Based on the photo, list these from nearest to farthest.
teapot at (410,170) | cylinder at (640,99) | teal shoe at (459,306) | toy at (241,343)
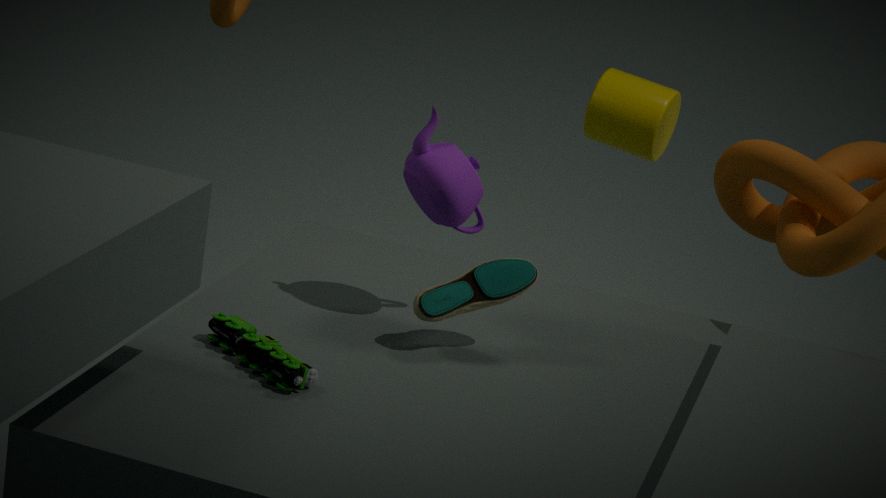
toy at (241,343) < teal shoe at (459,306) < teapot at (410,170) < cylinder at (640,99)
